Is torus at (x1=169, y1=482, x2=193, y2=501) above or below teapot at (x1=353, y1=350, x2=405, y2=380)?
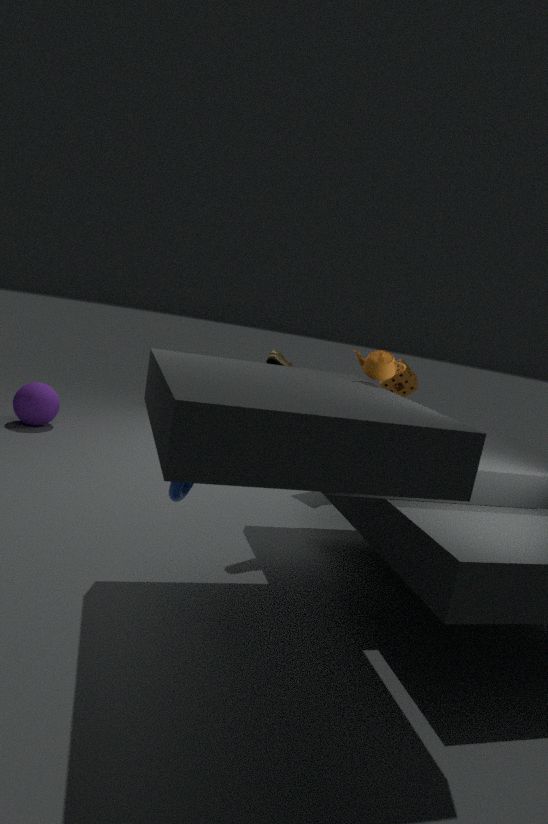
below
